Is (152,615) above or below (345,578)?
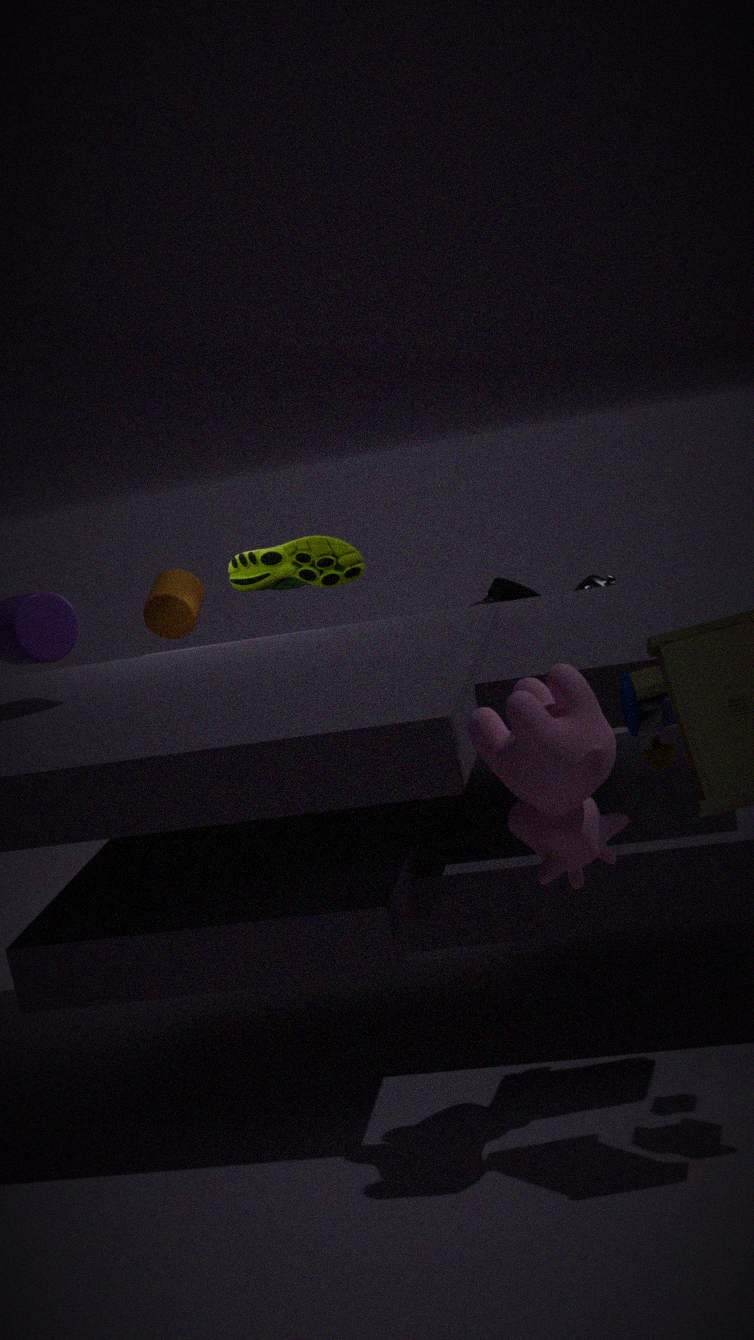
below
